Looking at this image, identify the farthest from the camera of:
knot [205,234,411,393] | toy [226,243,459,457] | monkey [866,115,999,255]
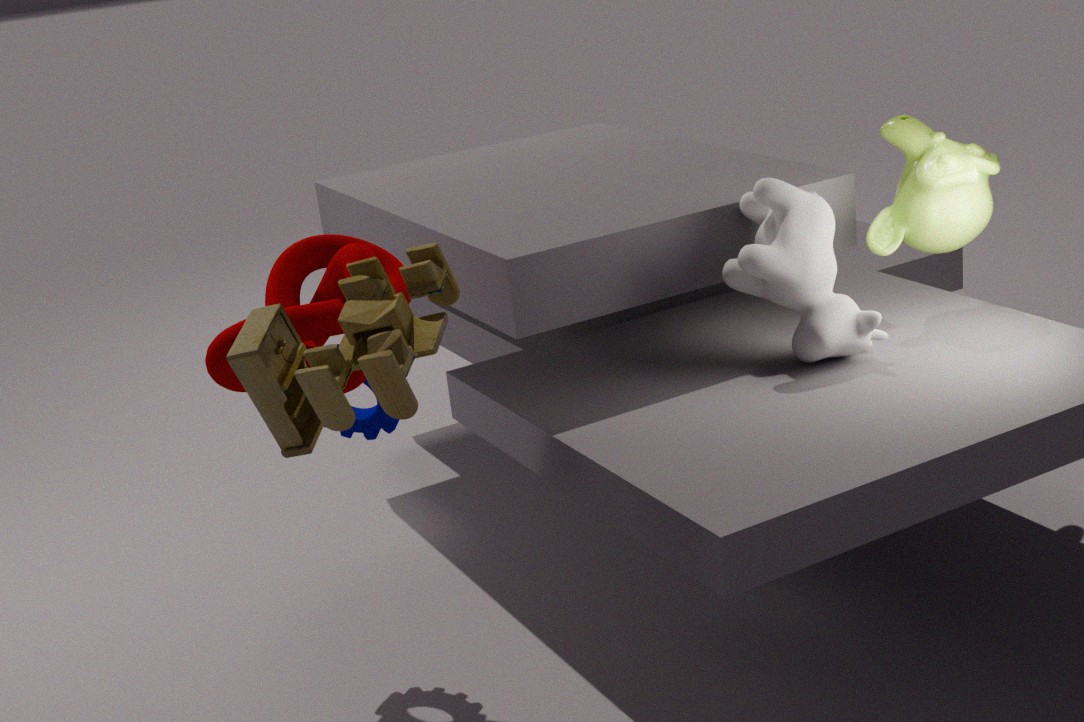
monkey [866,115,999,255]
